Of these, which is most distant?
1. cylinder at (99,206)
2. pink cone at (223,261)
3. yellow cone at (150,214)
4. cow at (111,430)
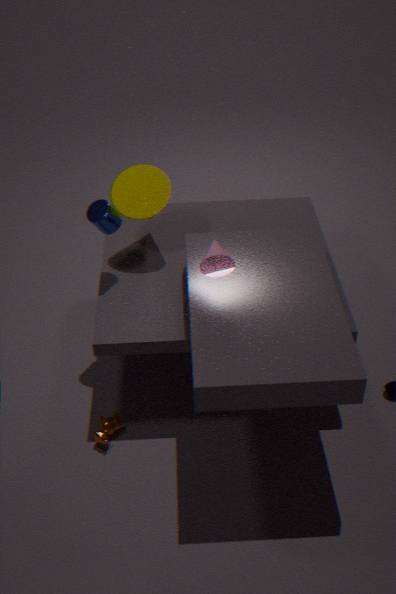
yellow cone at (150,214)
